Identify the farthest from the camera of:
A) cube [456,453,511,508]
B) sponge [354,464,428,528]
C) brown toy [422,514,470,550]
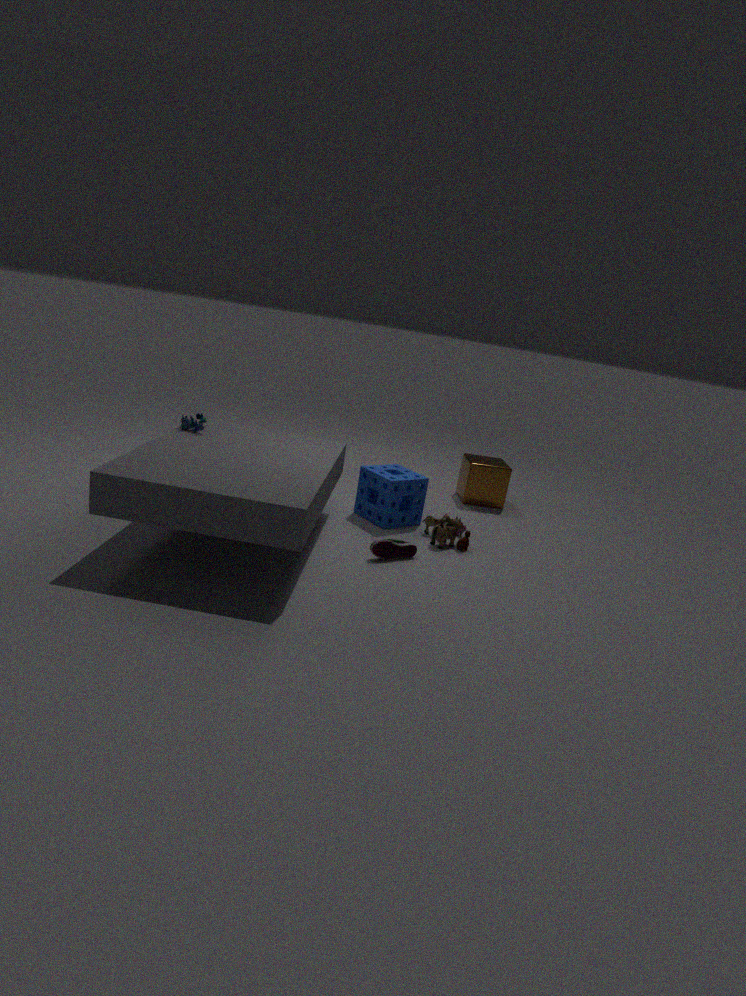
cube [456,453,511,508]
